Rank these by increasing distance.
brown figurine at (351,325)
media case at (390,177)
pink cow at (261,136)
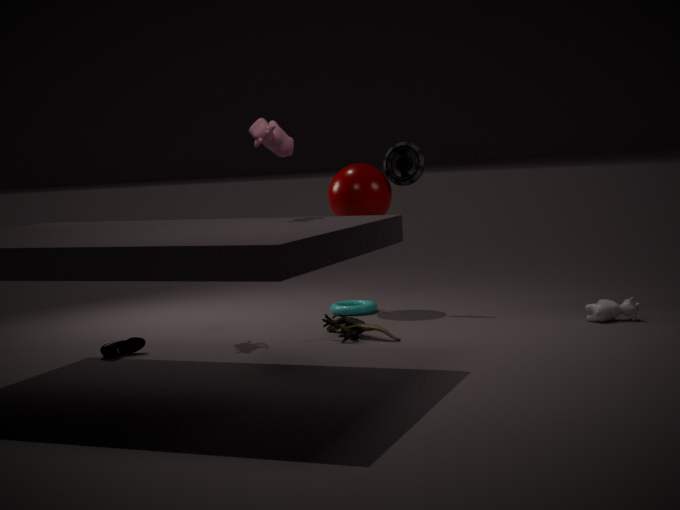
pink cow at (261,136) < brown figurine at (351,325) < media case at (390,177)
